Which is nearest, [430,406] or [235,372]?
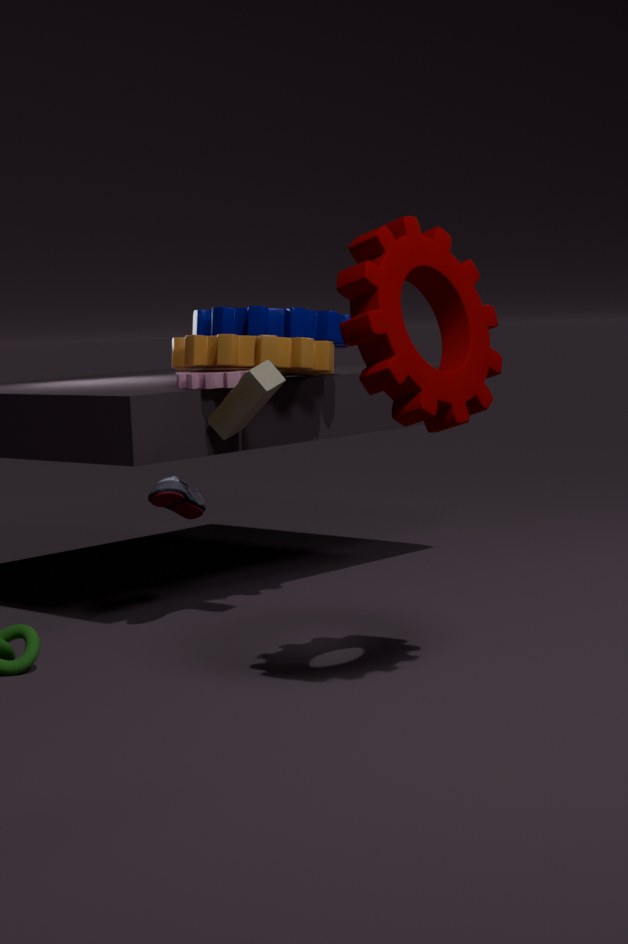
[430,406]
